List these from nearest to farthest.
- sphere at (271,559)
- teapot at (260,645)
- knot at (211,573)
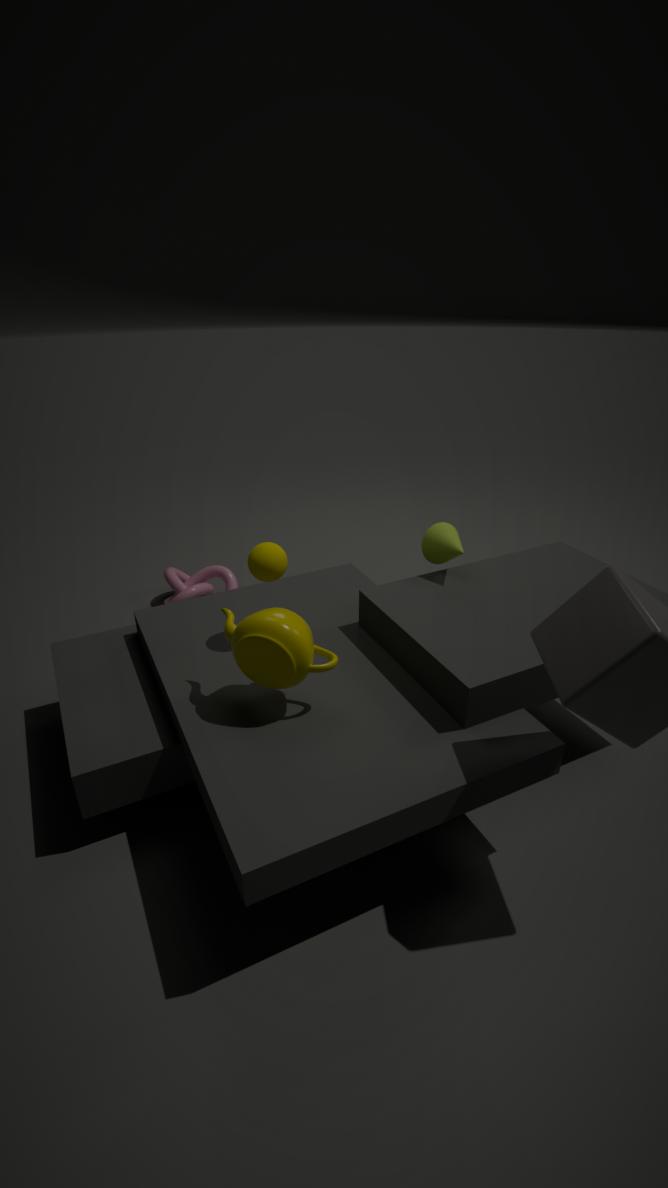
teapot at (260,645) → sphere at (271,559) → knot at (211,573)
